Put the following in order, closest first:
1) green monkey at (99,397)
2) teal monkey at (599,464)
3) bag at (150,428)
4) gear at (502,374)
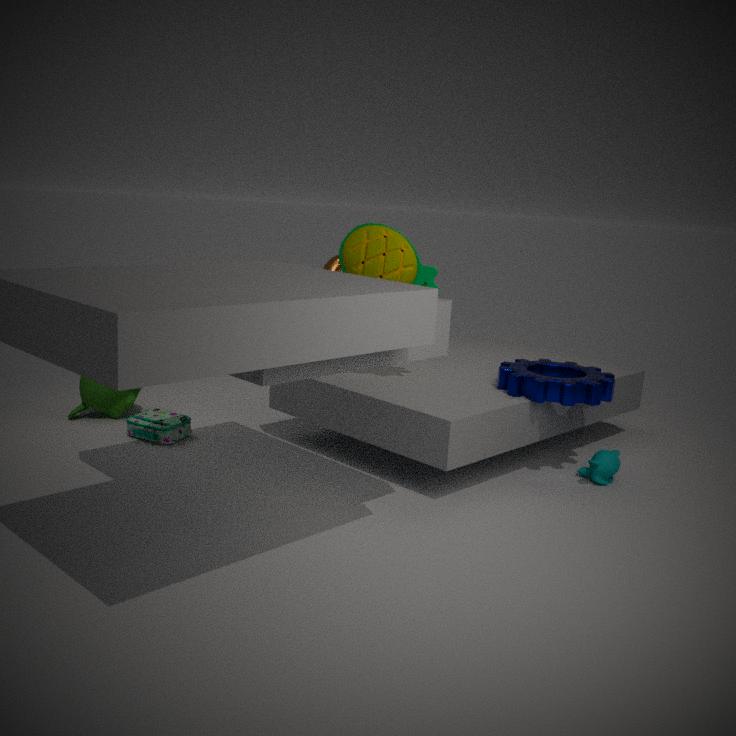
1. 4. gear at (502,374)
2. 2. teal monkey at (599,464)
3. 3. bag at (150,428)
4. 1. green monkey at (99,397)
